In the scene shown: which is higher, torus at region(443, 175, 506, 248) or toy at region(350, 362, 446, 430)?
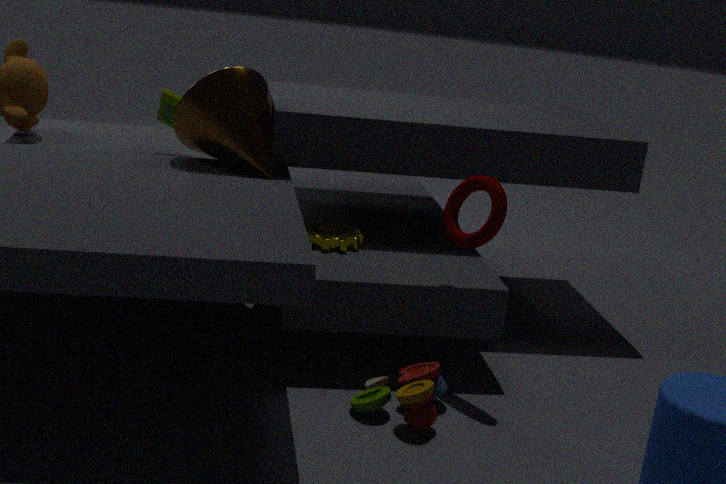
torus at region(443, 175, 506, 248)
